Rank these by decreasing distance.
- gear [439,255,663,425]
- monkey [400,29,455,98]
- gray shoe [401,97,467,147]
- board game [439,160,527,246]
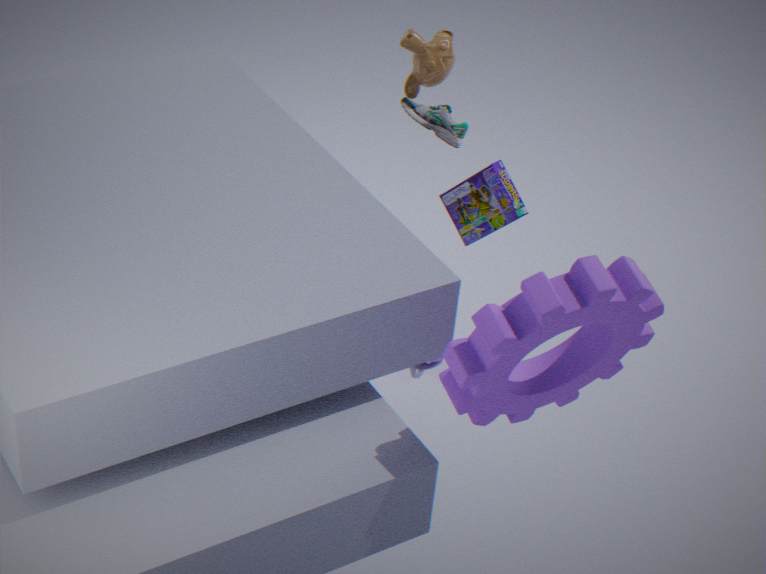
gray shoe [401,97,467,147] < monkey [400,29,455,98] < board game [439,160,527,246] < gear [439,255,663,425]
